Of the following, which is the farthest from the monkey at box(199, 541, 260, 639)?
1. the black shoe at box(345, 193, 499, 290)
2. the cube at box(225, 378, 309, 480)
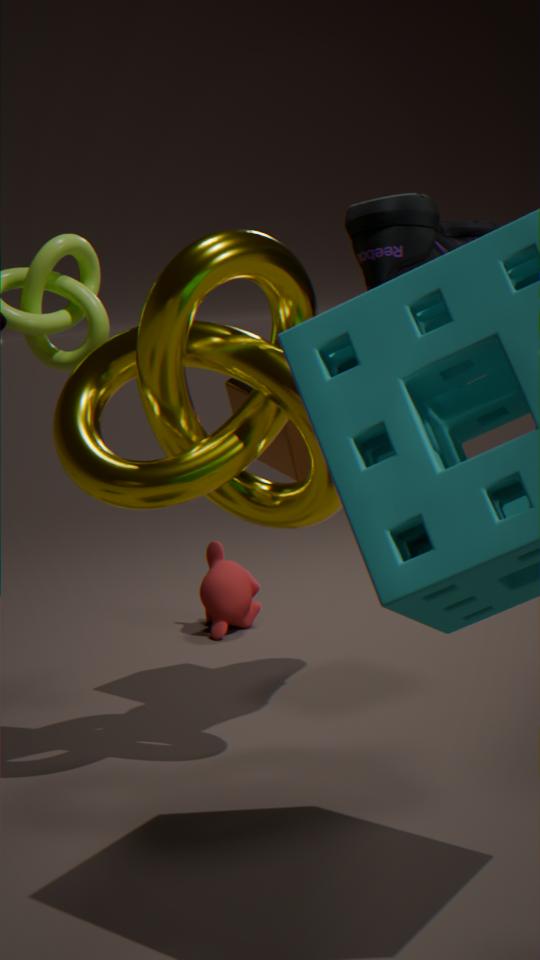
the black shoe at box(345, 193, 499, 290)
